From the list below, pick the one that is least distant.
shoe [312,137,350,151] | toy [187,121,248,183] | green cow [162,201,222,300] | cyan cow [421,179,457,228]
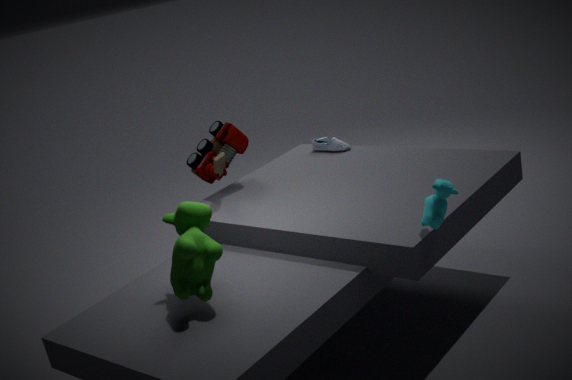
cyan cow [421,179,457,228]
